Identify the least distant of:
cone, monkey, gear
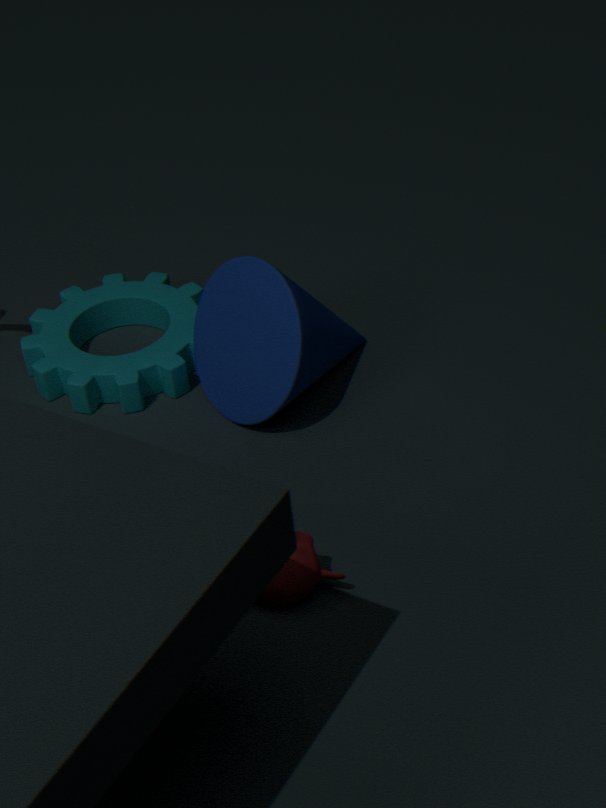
monkey
